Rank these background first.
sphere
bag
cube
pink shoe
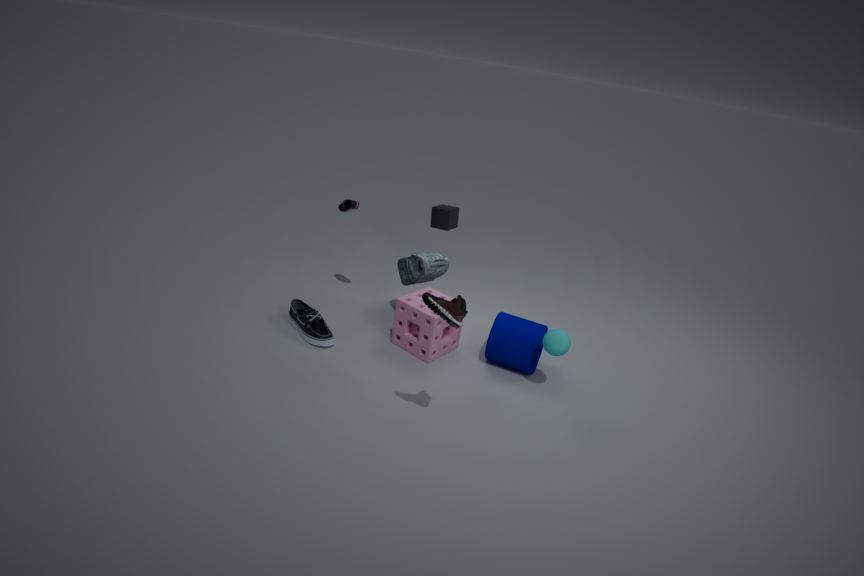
cube < bag < sphere < pink shoe
